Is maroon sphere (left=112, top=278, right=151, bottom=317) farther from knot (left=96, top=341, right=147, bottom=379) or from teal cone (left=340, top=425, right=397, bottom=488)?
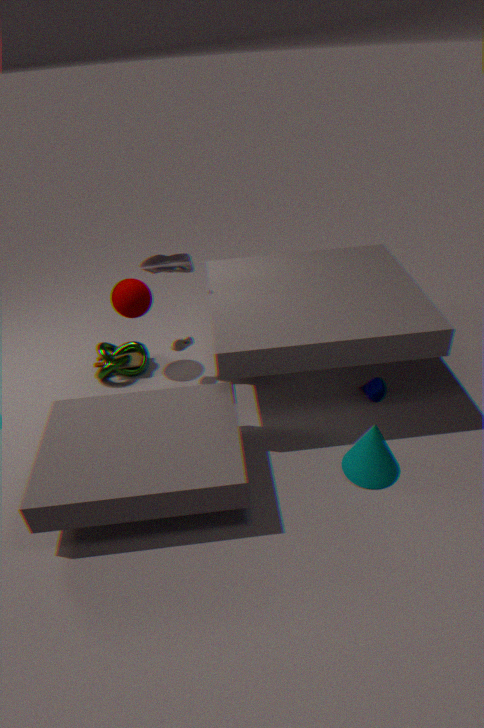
teal cone (left=340, top=425, right=397, bottom=488)
